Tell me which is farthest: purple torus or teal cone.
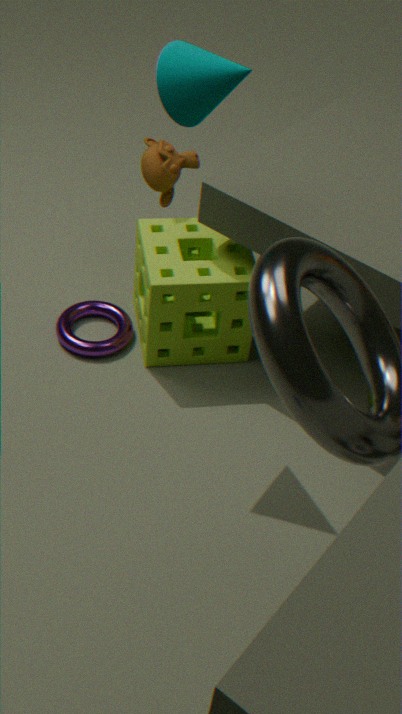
purple torus
